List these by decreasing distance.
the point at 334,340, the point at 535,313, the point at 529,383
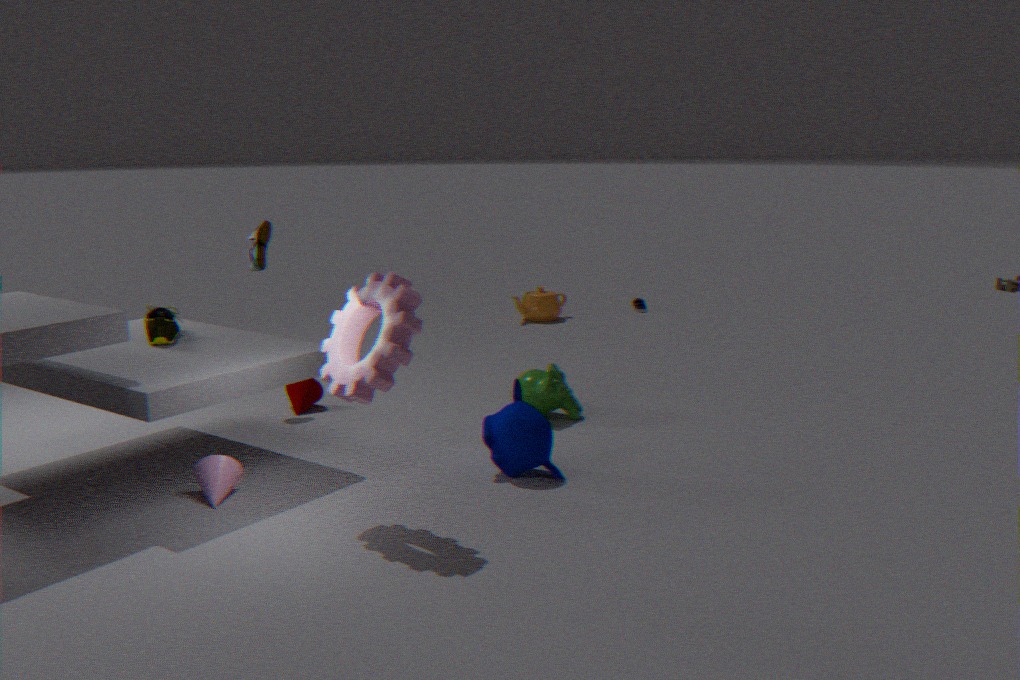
the point at 535,313 → the point at 529,383 → the point at 334,340
